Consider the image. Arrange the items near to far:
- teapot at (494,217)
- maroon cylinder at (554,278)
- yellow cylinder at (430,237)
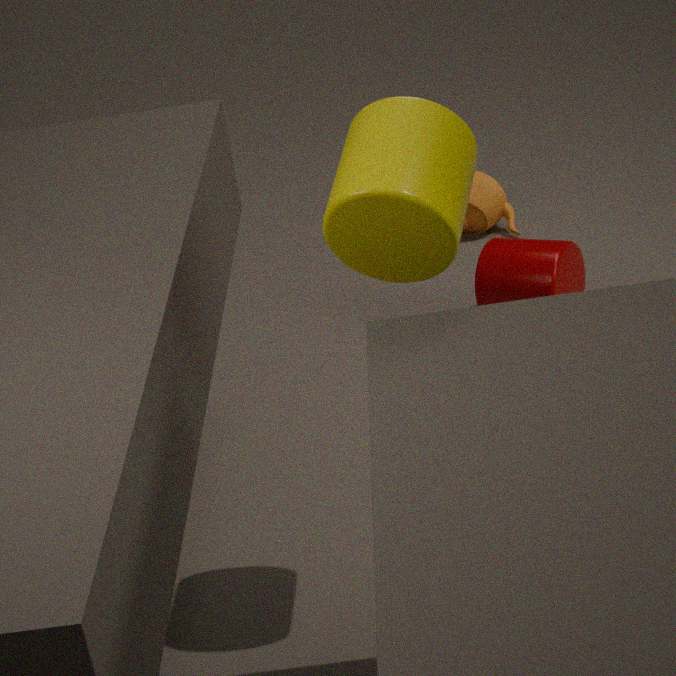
1. yellow cylinder at (430,237)
2. maroon cylinder at (554,278)
3. teapot at (494,217)
